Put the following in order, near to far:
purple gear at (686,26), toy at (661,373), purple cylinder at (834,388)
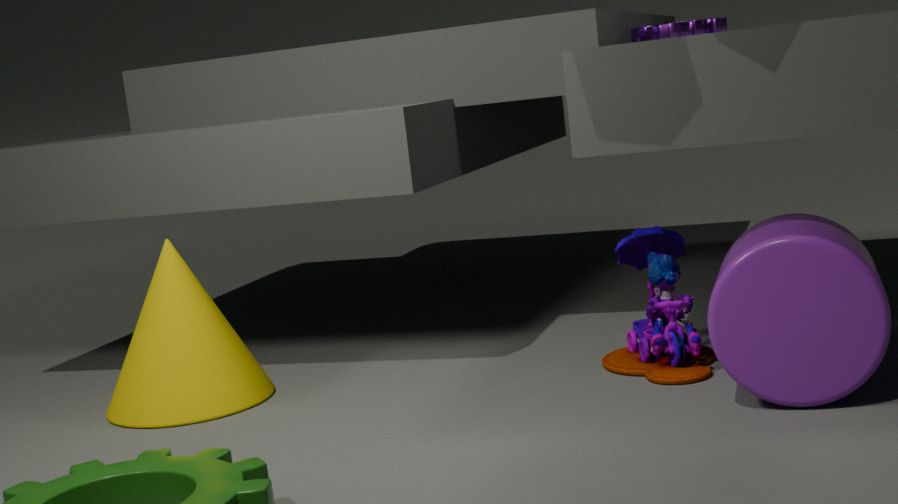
purple cylinder at (834,388) < toy at (661,373) < purple gear at (686,26)
